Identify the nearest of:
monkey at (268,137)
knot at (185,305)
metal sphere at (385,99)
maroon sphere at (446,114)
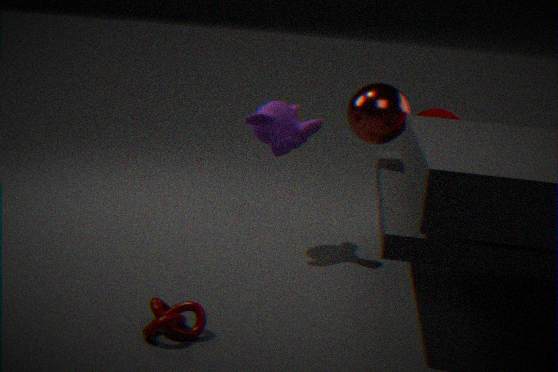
knot at (185,305)
